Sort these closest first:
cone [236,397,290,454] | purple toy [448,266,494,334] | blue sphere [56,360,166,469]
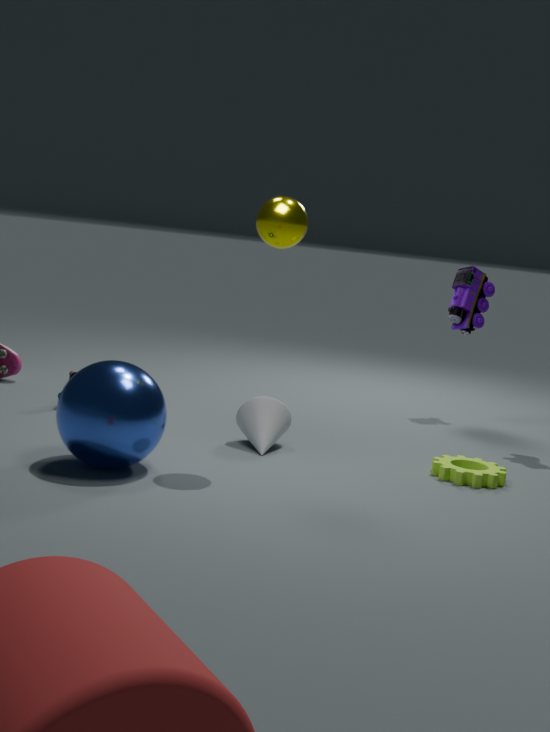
blue sphere [56,360,166,469], cone [236,397,290,454], purple toy [448,266,494,334]
